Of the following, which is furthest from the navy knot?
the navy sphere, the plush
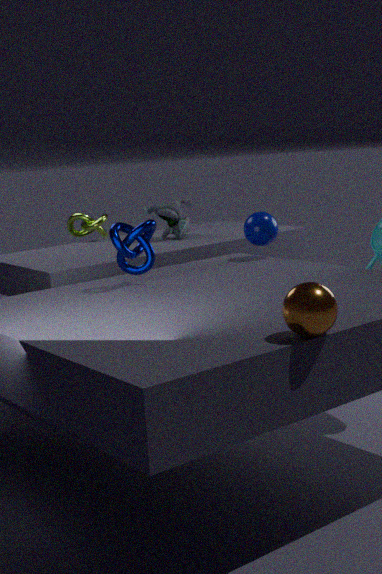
the plush
